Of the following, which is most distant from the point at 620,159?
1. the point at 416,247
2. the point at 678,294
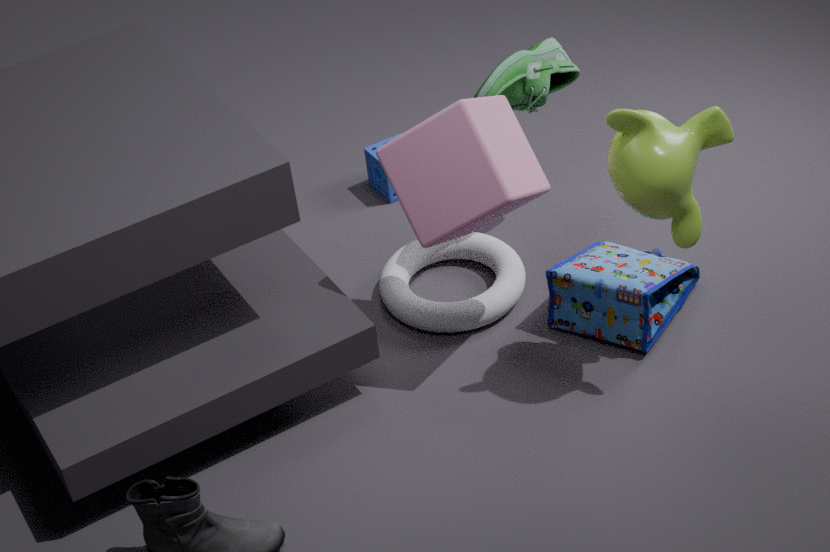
the point at 416,247
